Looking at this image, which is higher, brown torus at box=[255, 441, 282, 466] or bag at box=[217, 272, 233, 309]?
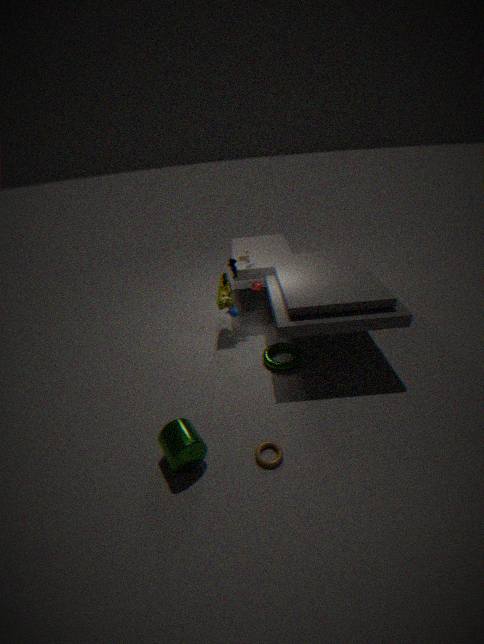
bag at box=[217, 272, 233, 309]
